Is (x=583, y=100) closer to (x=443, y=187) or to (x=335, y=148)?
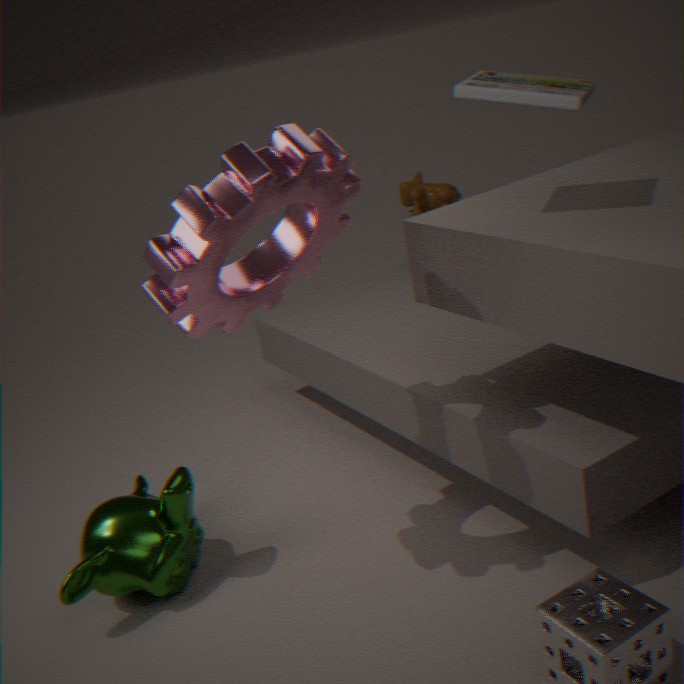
(x=335, y=148)
